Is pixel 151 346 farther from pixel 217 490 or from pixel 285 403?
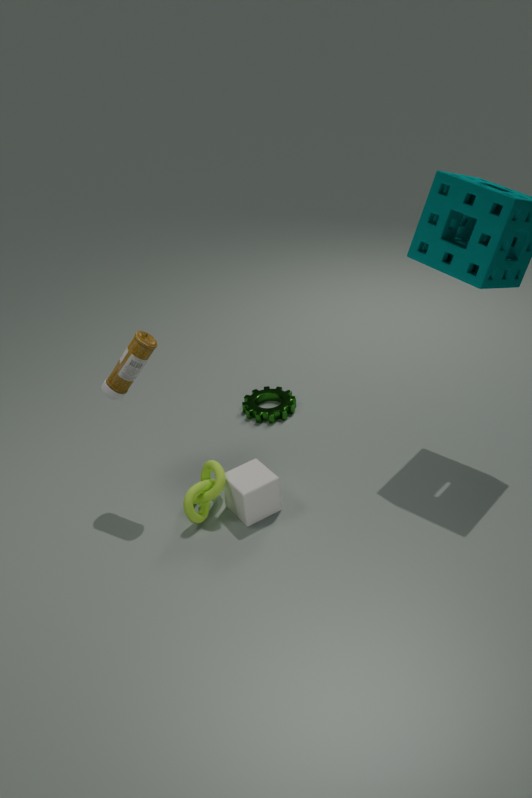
pixel 285 403
